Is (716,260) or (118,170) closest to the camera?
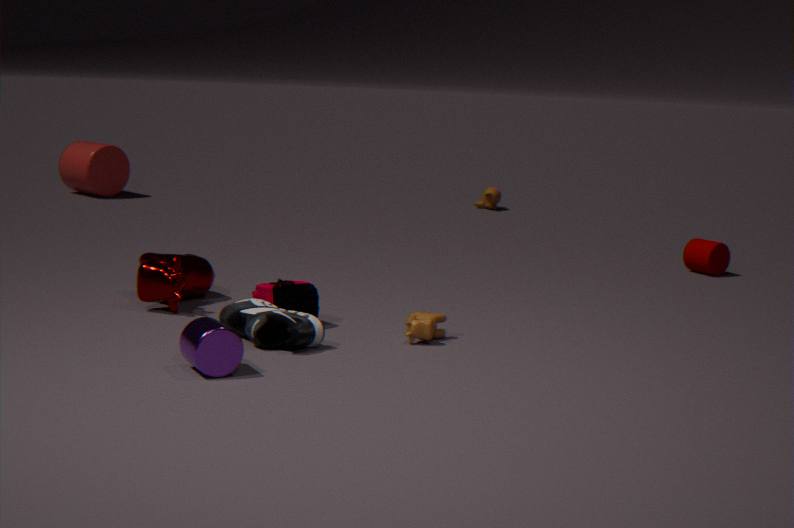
(716,260)
